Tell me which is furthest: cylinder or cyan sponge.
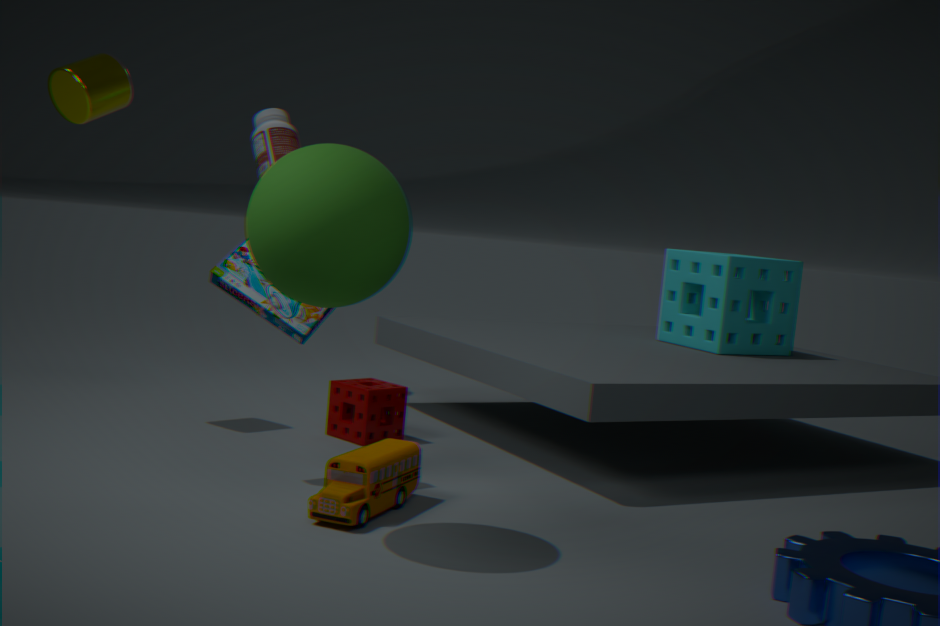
cyan sponge
